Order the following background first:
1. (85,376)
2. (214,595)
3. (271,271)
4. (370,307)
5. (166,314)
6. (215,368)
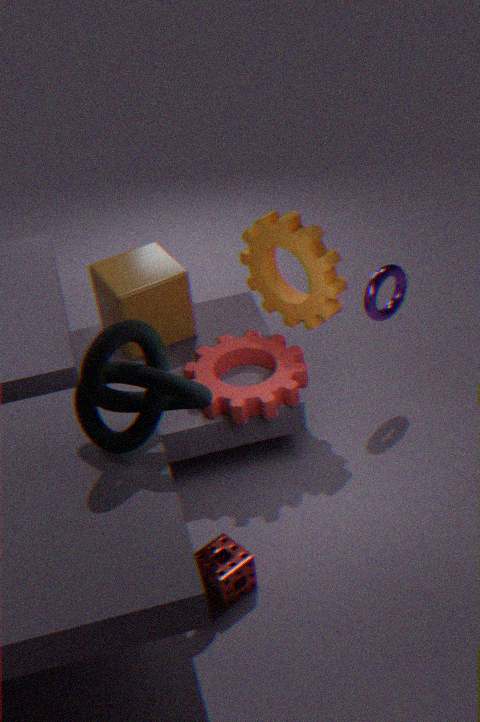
(166,314)
(271,271)
(370,307)
(215,368)
(214,595)
(85,376)
